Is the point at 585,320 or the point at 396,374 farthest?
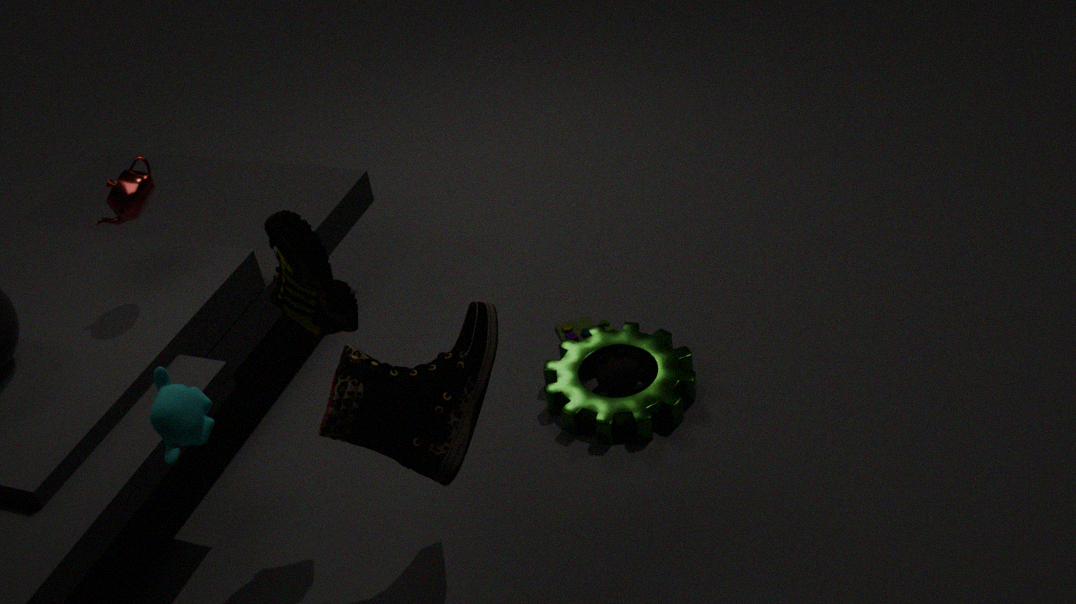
the point at 585,320
